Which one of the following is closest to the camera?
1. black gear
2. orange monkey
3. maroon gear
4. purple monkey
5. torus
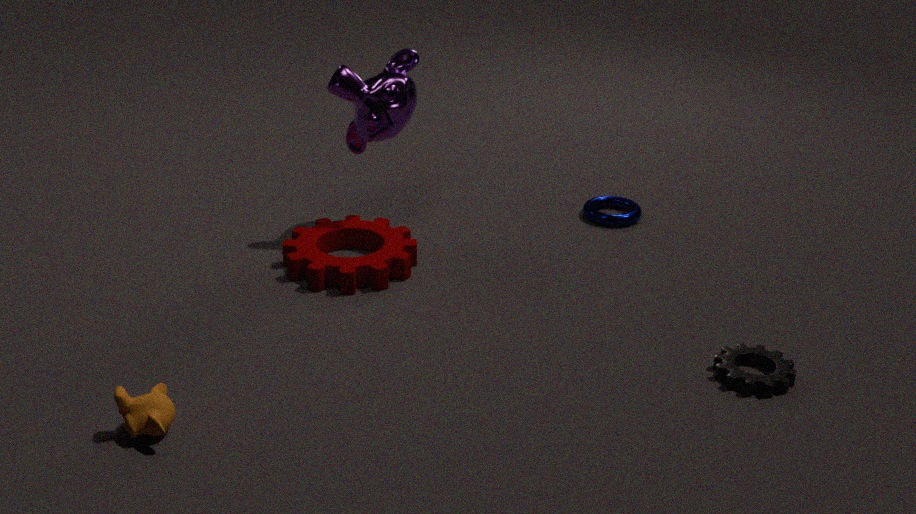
orange monkey
